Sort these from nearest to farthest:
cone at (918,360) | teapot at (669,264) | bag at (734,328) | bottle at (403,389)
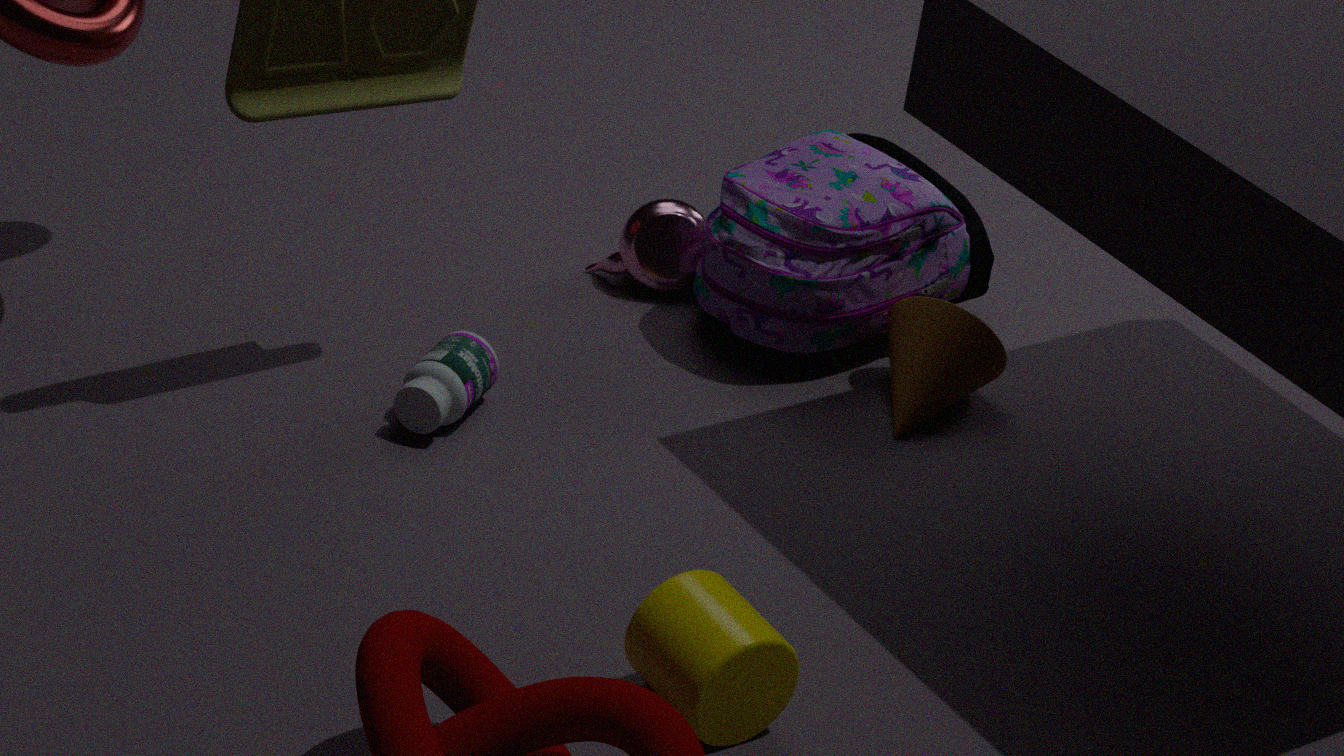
bottle at (403,389) → cone at (918,360) → bag at (734,328) → teapot at (669,264)
